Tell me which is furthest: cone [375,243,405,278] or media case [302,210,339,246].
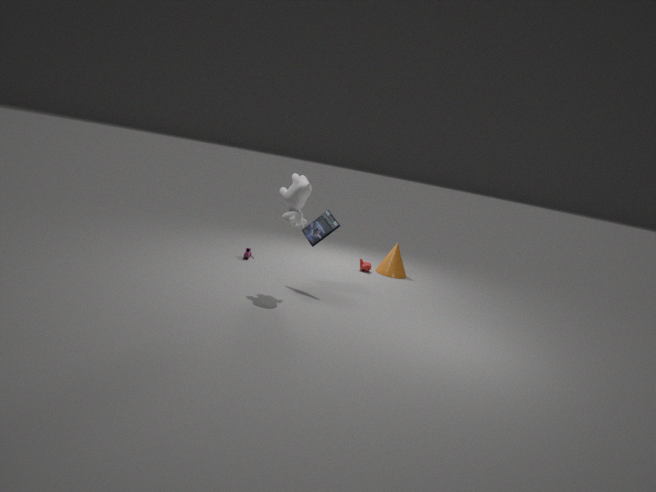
cone [375,243,405,278]
